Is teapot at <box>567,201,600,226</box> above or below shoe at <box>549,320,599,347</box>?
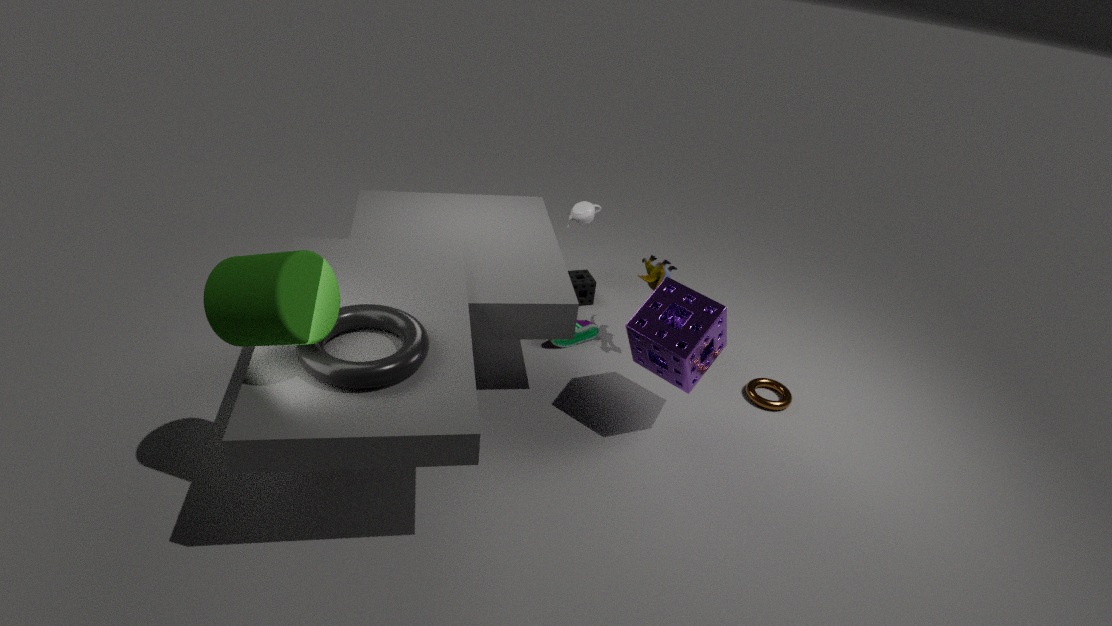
above
